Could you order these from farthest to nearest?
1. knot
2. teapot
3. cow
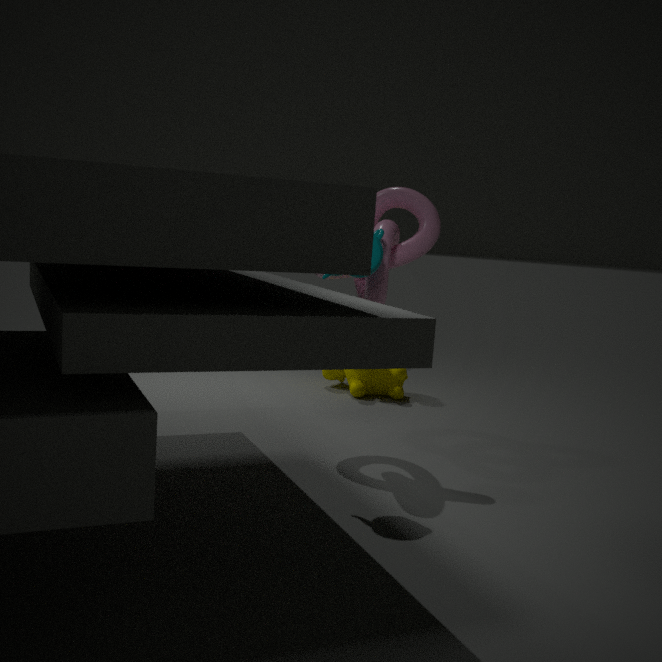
cow < knot < teapot
